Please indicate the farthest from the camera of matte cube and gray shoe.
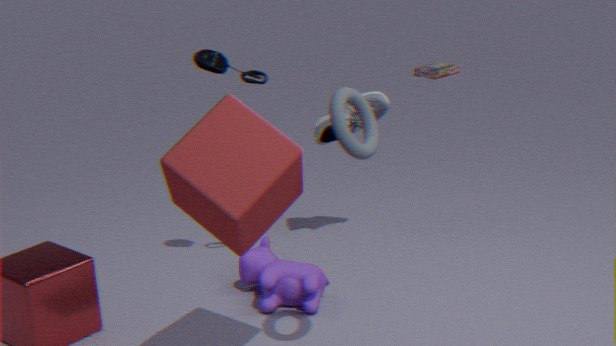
gray shoe
